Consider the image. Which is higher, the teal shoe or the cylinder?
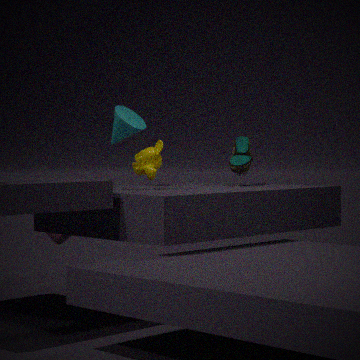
the teal shoe
